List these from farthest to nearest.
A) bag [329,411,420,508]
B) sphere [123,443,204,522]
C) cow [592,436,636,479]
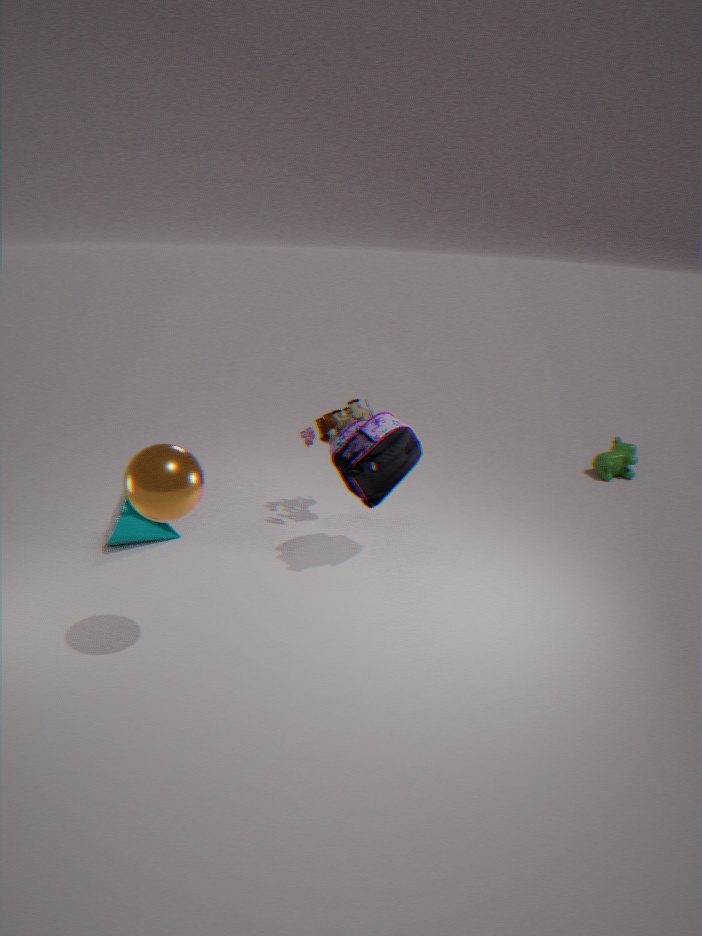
cow [592,436,636,479], bag [329,411,420,508], sphere [123,443,204,522]
